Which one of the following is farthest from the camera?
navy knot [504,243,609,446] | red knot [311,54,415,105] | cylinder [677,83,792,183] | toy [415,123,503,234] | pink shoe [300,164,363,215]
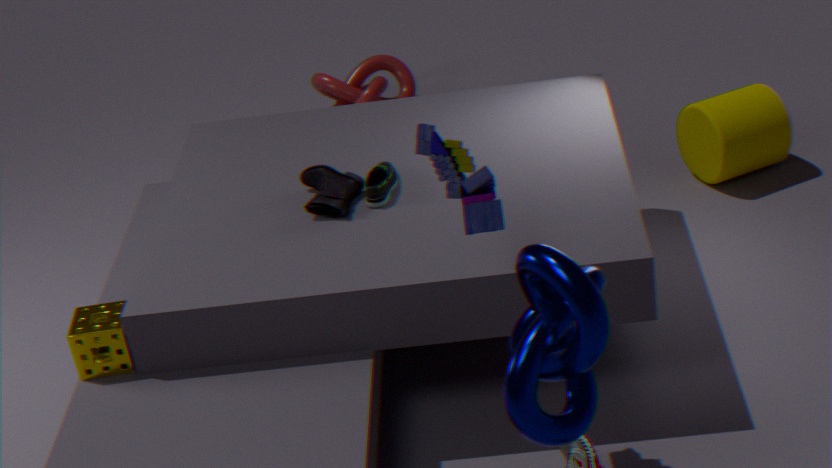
red knot [311,54,415,105]
